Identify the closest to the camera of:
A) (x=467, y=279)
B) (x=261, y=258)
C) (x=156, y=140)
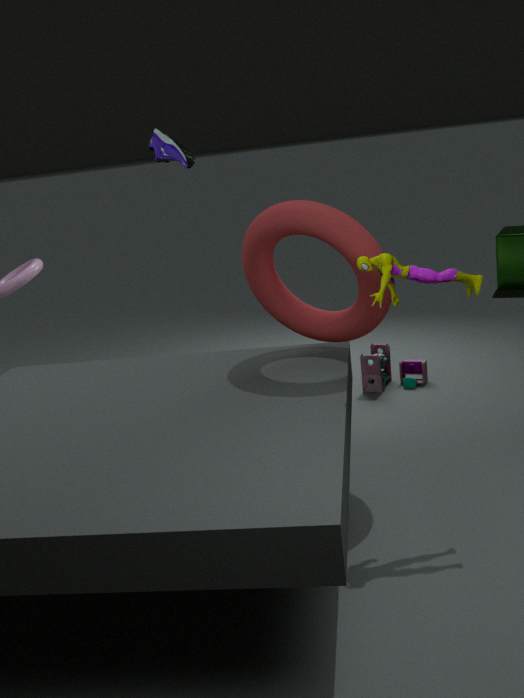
(x=467, y=279)
